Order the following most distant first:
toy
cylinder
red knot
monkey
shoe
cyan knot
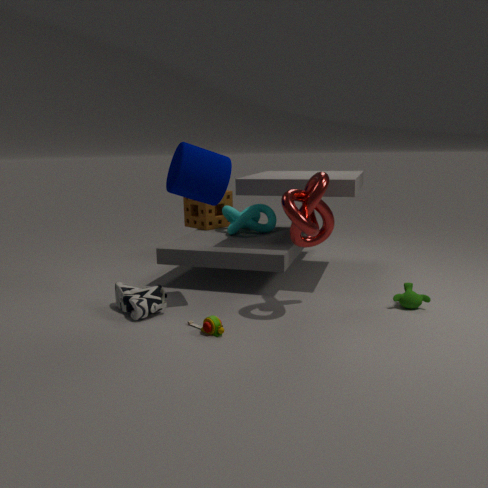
cyan knot, monkey, shoe, cylinder, red knot, toy
